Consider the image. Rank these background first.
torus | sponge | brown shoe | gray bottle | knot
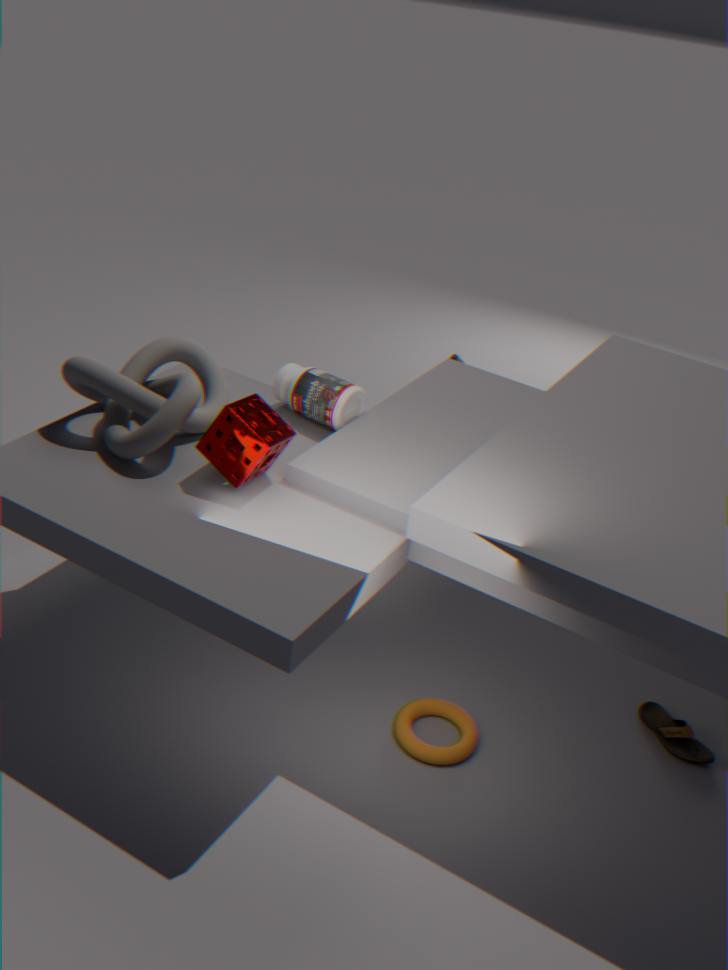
gray bottle → brown shoe → torus → knot → sponge
